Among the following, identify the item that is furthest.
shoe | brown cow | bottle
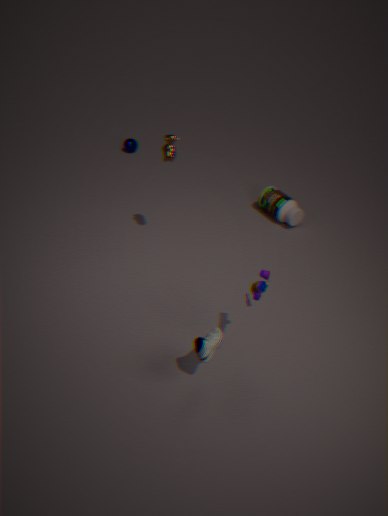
bottle
